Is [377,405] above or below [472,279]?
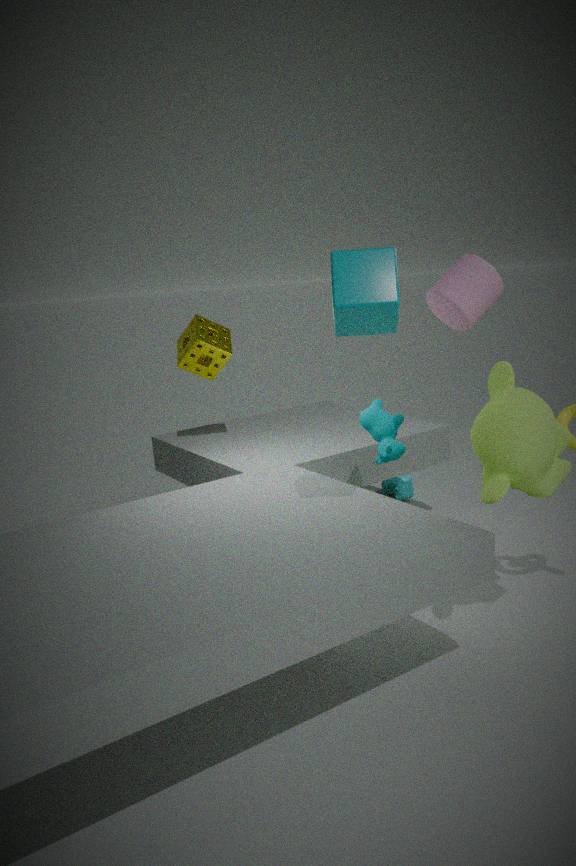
below
